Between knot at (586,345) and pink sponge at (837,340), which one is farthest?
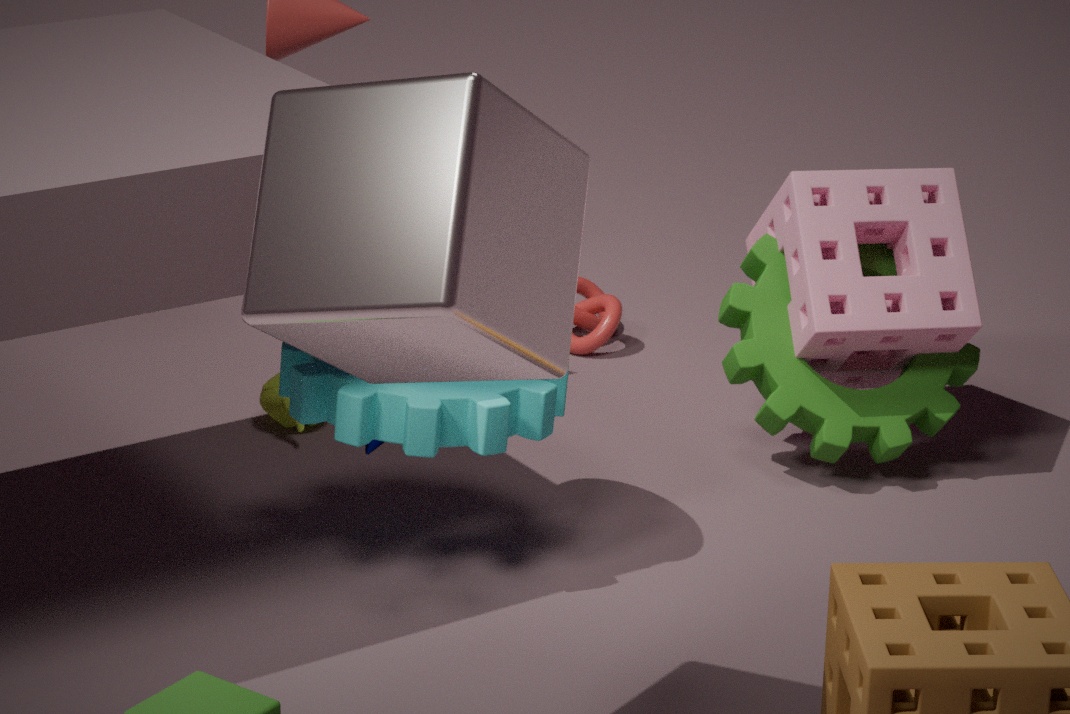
knot at (586,345)
